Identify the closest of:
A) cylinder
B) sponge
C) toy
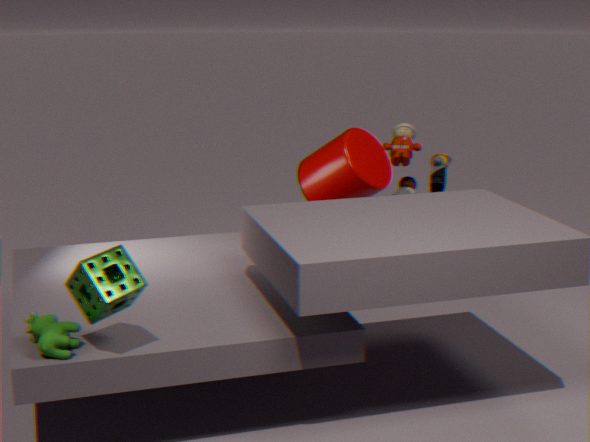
sponge
